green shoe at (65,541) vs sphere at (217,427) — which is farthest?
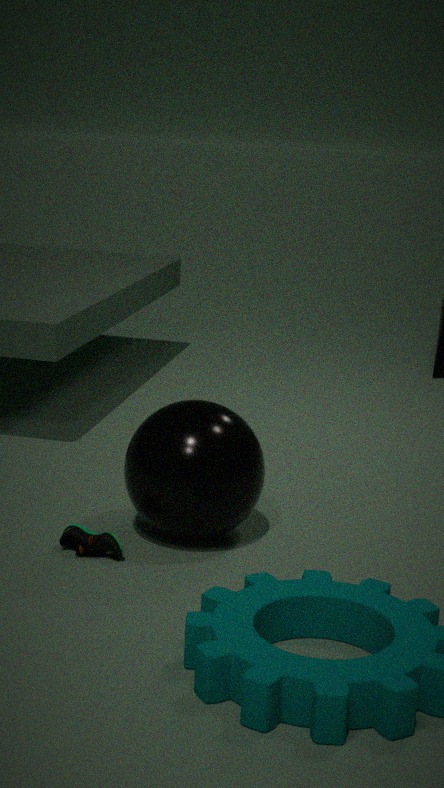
A: green shoe at (65,541)
